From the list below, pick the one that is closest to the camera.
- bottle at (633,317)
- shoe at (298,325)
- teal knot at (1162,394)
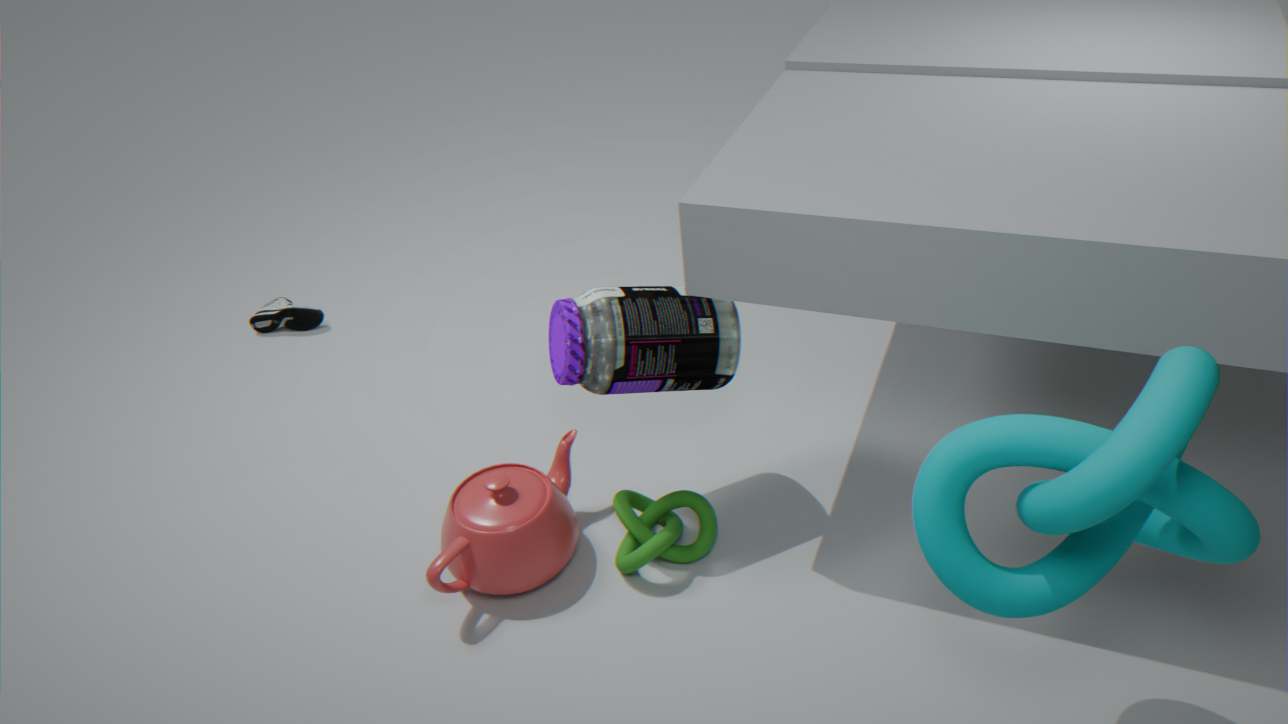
teal knot at (1162,394)
